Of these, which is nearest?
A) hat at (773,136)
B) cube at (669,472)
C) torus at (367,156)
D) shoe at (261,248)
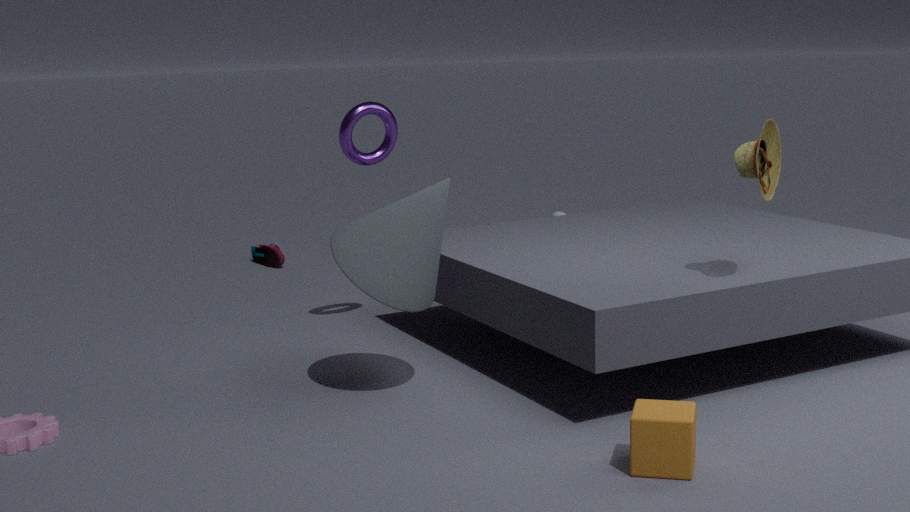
cube at (669,472)
